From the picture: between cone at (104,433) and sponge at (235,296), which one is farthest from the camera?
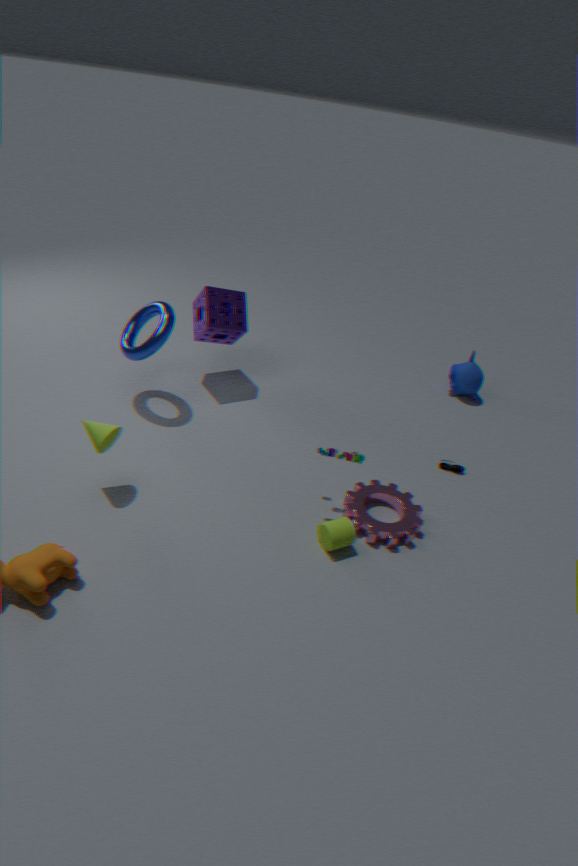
sponge at (235,296)
